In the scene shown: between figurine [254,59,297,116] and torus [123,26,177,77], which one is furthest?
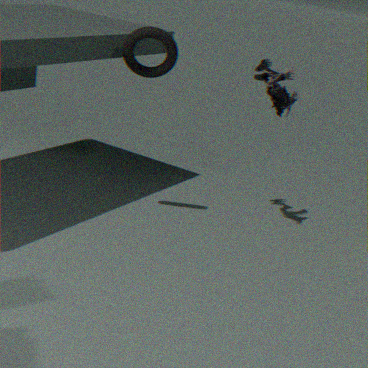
figurine [254,59,297,116]
